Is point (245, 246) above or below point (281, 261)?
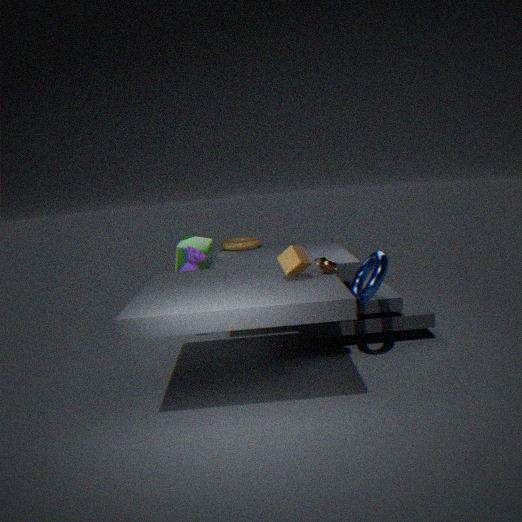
below
